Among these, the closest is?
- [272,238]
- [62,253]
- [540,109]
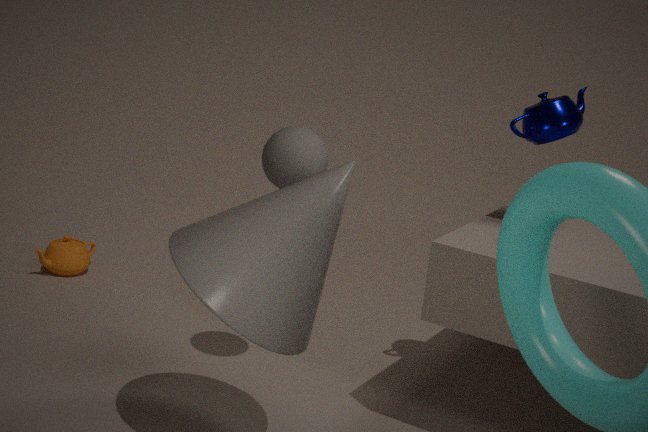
[272,238]
